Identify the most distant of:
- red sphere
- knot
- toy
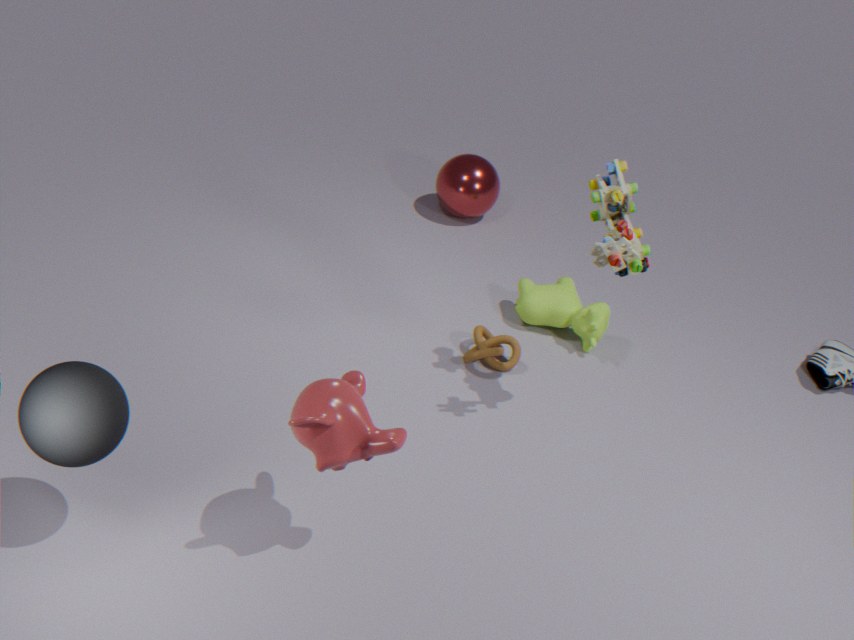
red sphere
